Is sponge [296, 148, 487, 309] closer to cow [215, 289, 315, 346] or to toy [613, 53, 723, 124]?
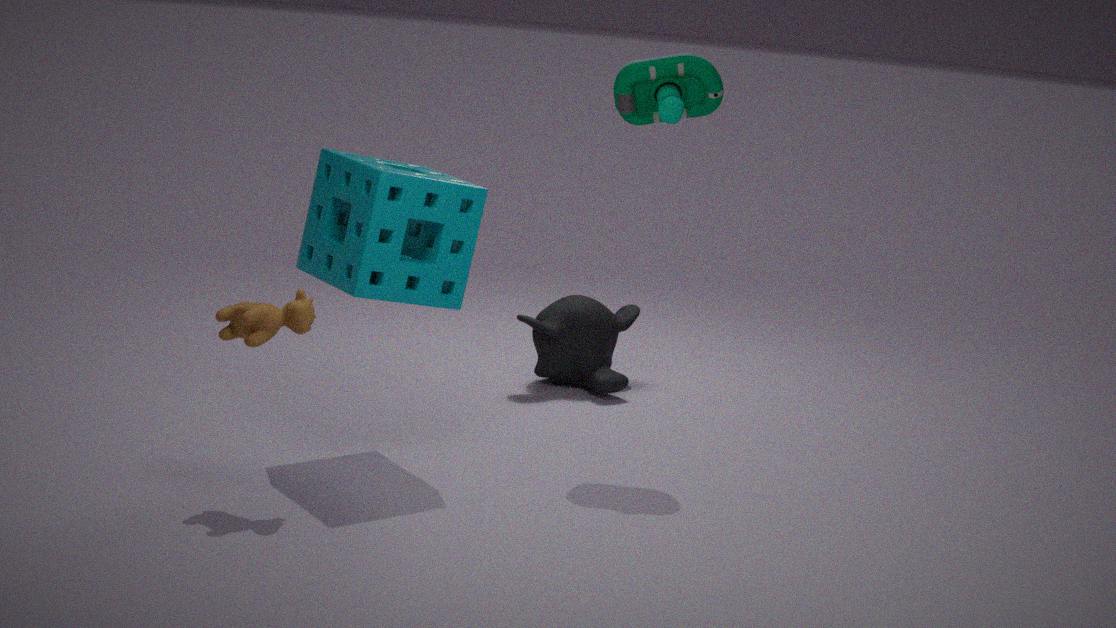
cow [215, 289, 315, 346]
